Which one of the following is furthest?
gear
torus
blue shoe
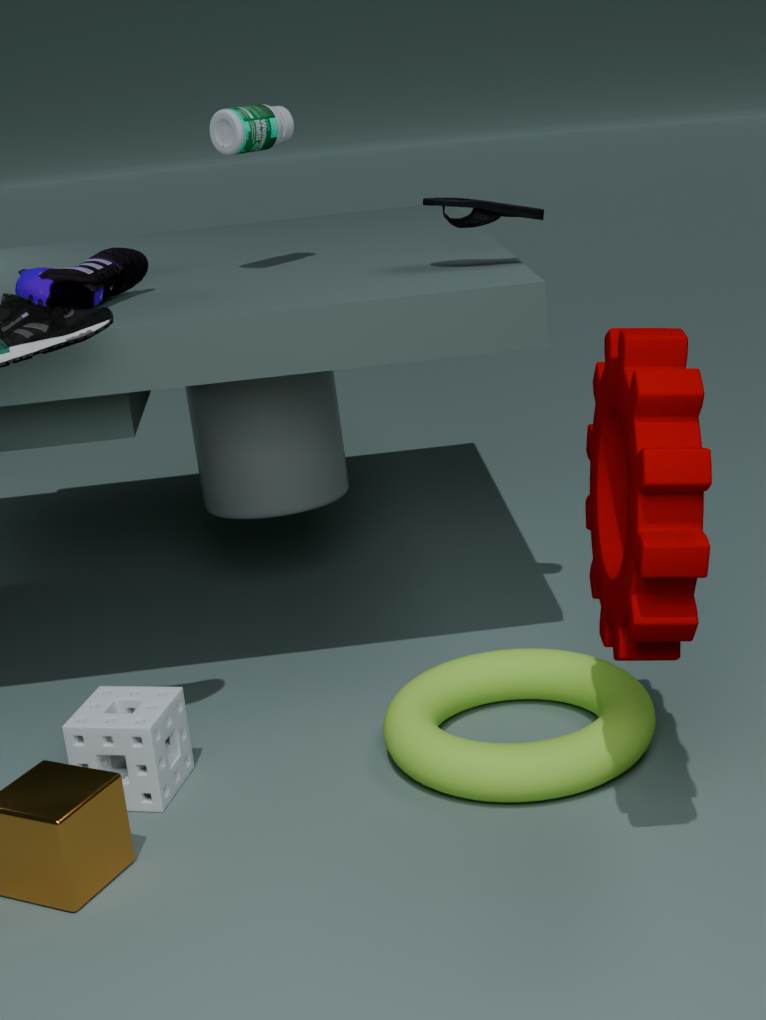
blue shoe
